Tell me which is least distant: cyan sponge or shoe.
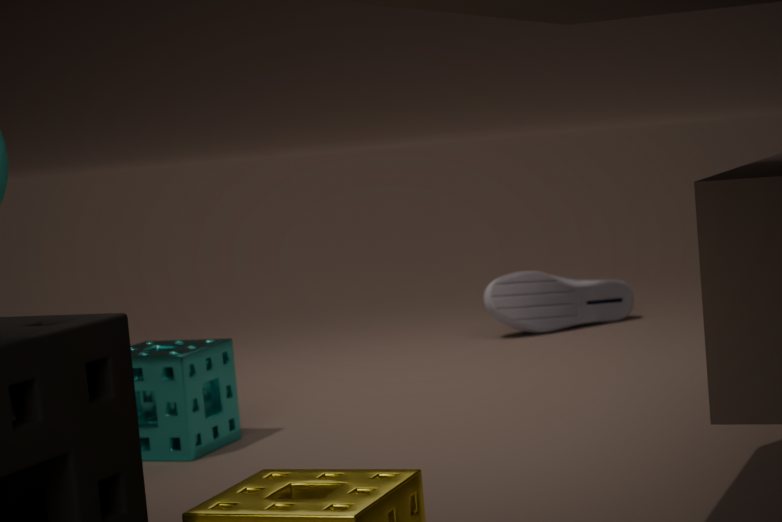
cyan sponge
